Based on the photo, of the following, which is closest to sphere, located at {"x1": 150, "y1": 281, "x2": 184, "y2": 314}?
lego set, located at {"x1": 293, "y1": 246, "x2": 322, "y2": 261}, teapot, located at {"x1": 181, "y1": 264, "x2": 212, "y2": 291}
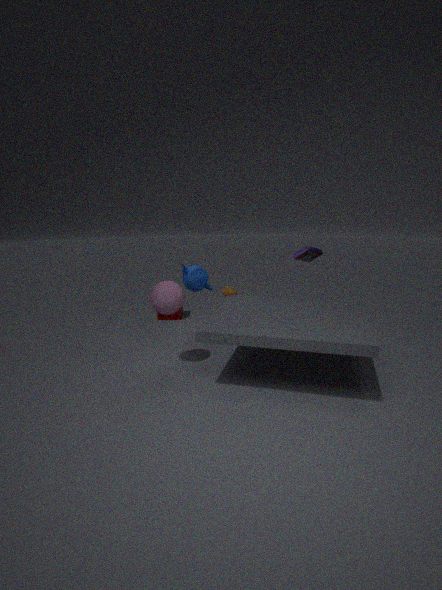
teapot, located at {"x1": 181, "y1": 264, "x2": 212, "y2": 291}
